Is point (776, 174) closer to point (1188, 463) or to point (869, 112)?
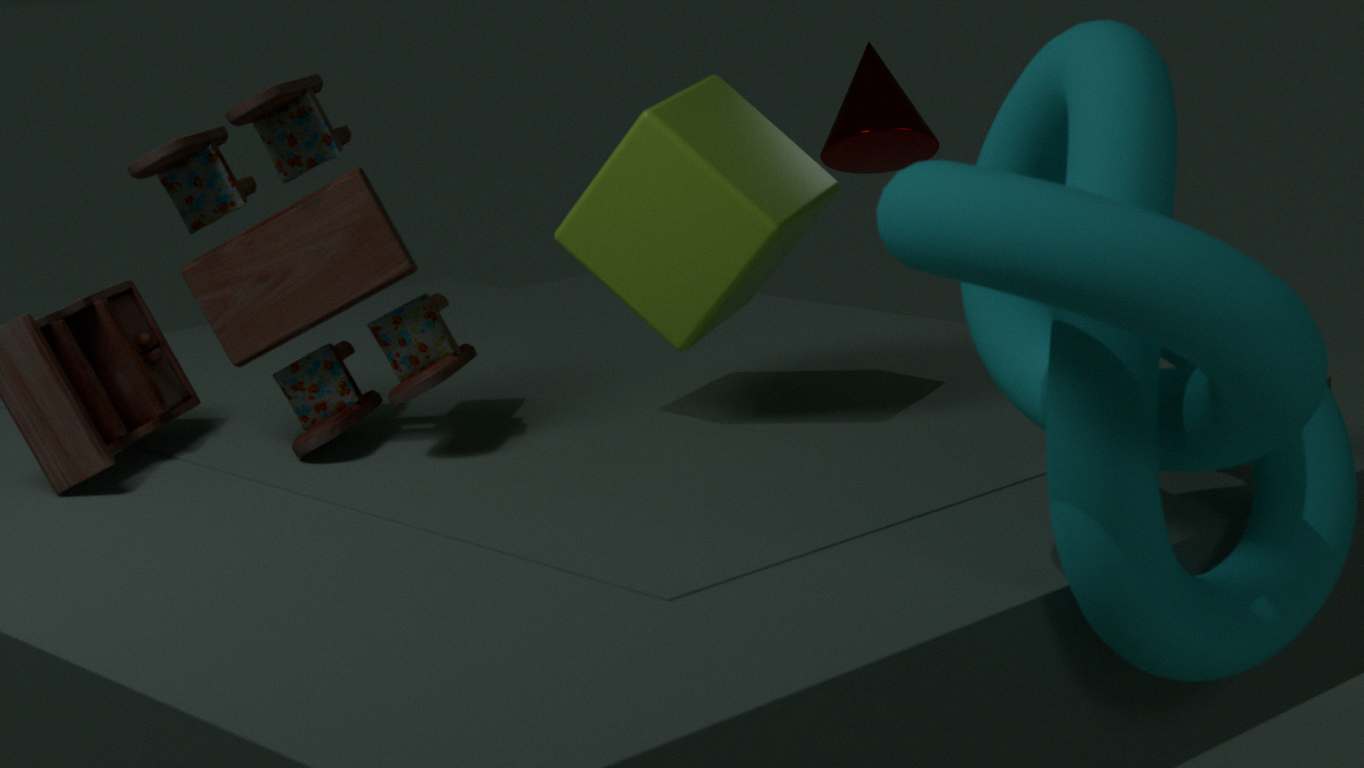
point (1188, 463)
